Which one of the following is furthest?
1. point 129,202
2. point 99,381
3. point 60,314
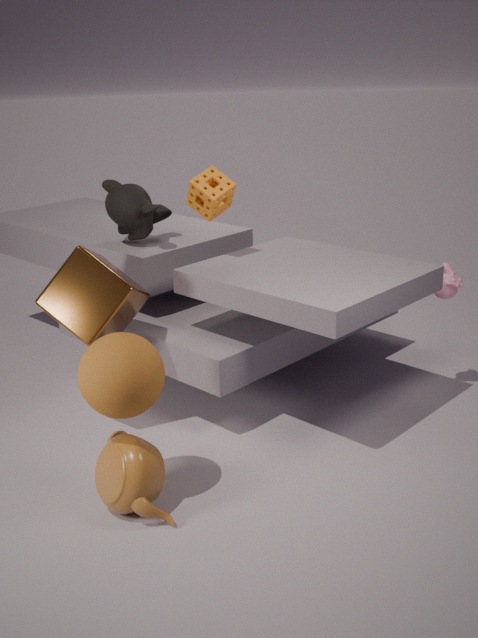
point 129,202
